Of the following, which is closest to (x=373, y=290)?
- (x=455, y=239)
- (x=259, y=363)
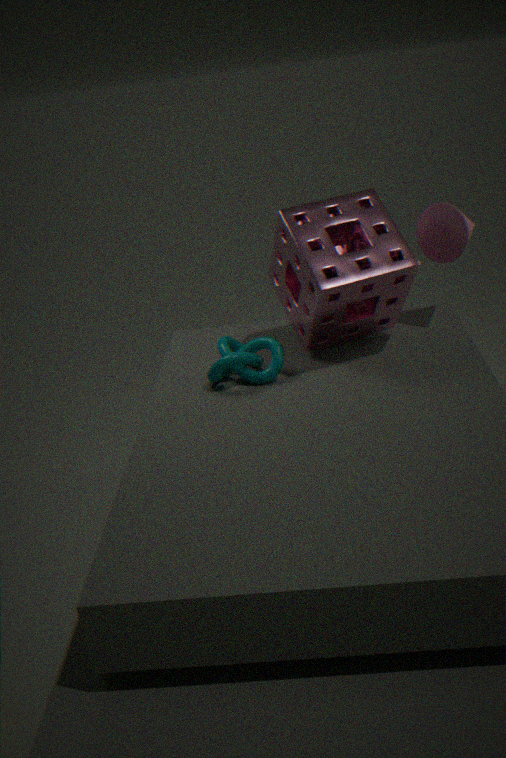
(x=455, y=239)
